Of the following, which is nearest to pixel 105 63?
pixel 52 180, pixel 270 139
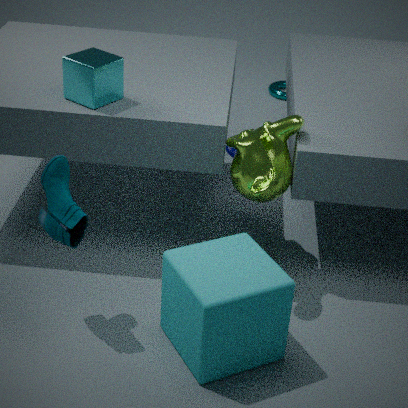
pixel 52 180
